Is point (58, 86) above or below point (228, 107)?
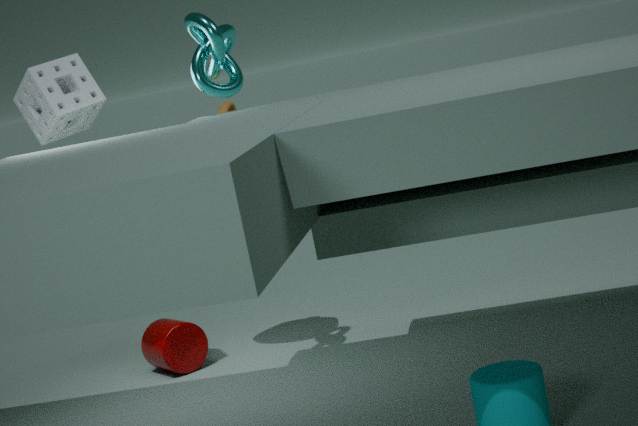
above
